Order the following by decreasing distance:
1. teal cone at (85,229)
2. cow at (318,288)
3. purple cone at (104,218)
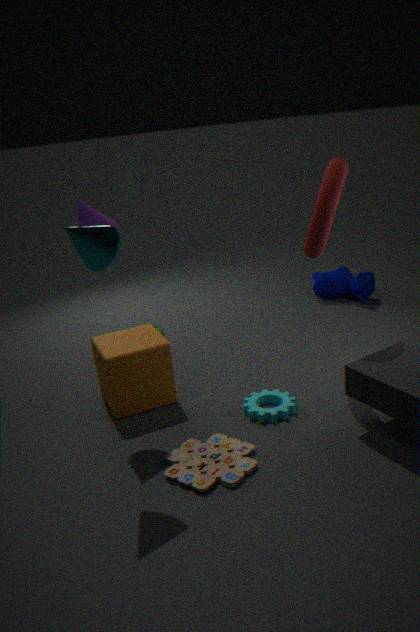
cow at (318,288) → purple cone at (104,218) → teal cone at (85,229)
